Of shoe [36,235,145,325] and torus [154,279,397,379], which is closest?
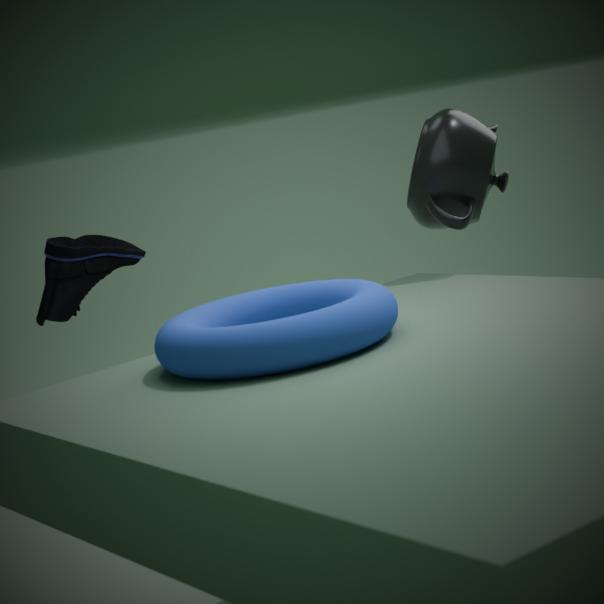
torus [154,279,397,379]
